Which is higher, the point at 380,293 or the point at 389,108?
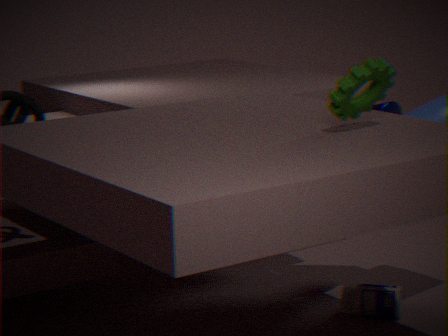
the point at 389,108
